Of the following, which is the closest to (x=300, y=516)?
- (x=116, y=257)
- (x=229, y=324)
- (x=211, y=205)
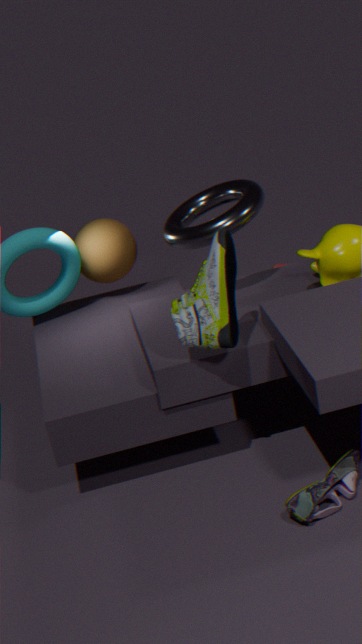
(x=229, y=324)
